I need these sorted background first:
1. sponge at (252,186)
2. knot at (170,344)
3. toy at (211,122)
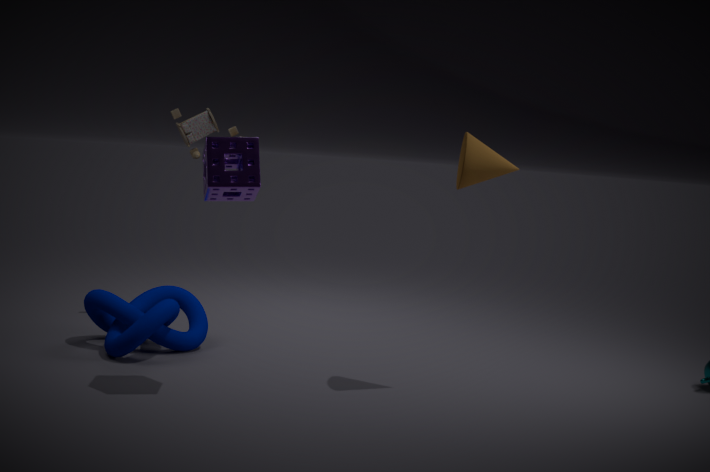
toy at (211,122) → knot at (170,344) → sponge at (252,186)
